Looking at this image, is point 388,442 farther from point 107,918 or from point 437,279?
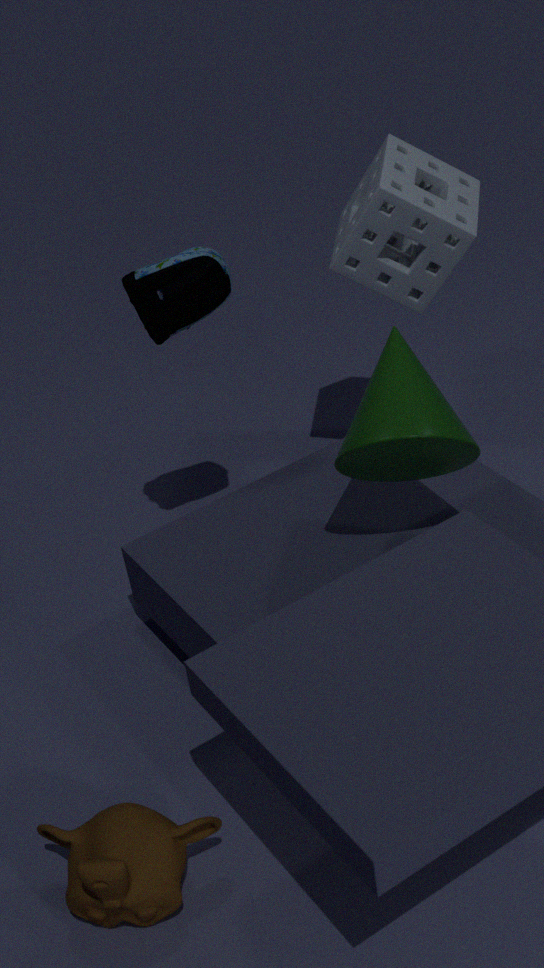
point 107,918
